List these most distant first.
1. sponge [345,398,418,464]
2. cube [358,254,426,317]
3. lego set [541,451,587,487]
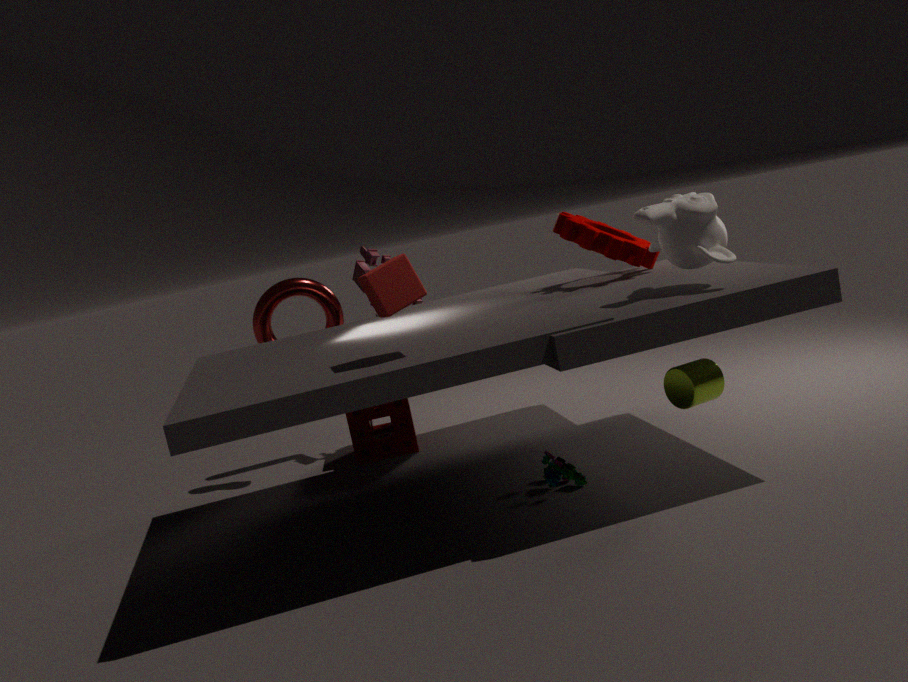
sponge [345,398,418,464]
lego set [541,451,587,487]
cube [358,254,426,317]
